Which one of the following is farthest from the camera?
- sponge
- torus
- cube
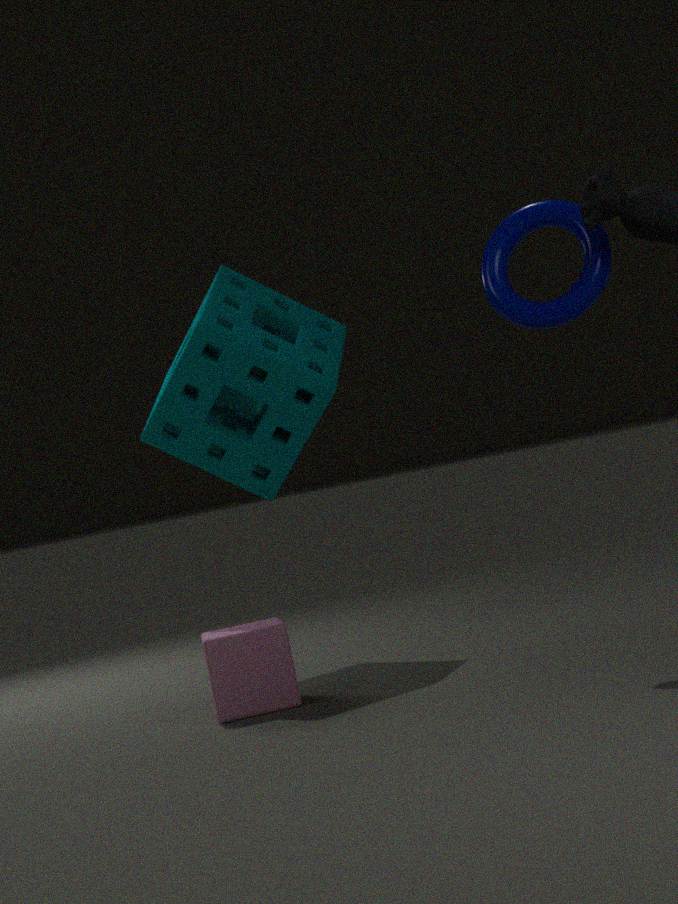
sponge
